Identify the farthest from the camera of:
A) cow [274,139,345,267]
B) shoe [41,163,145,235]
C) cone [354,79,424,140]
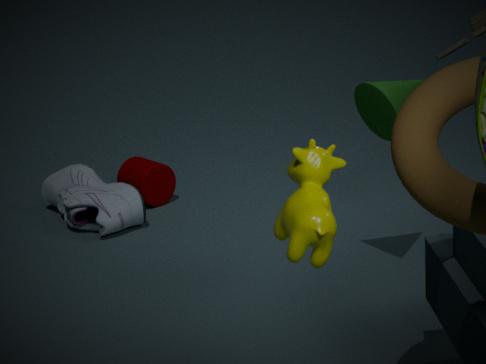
shoe [41,163,145,235]
